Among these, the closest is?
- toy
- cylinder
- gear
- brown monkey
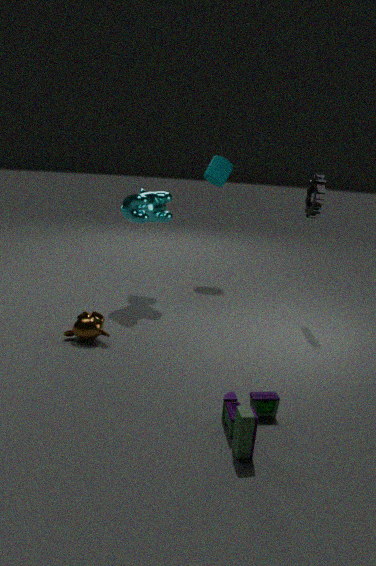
toy
